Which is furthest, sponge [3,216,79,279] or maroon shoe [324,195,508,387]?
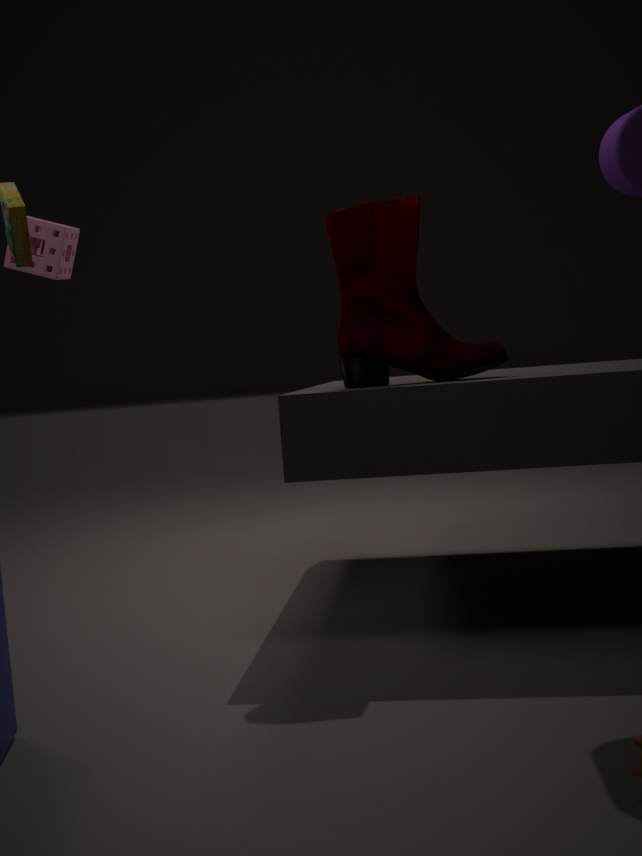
sponge [3,216,79,279]
